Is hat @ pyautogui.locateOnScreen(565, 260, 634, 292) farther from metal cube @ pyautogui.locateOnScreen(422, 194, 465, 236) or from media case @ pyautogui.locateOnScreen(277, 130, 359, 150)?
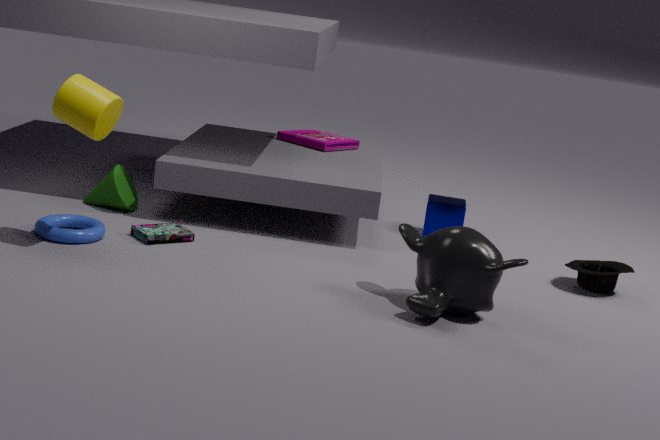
media case @ pyautogui.locateOnScreen(277, 130, 359, 150)
